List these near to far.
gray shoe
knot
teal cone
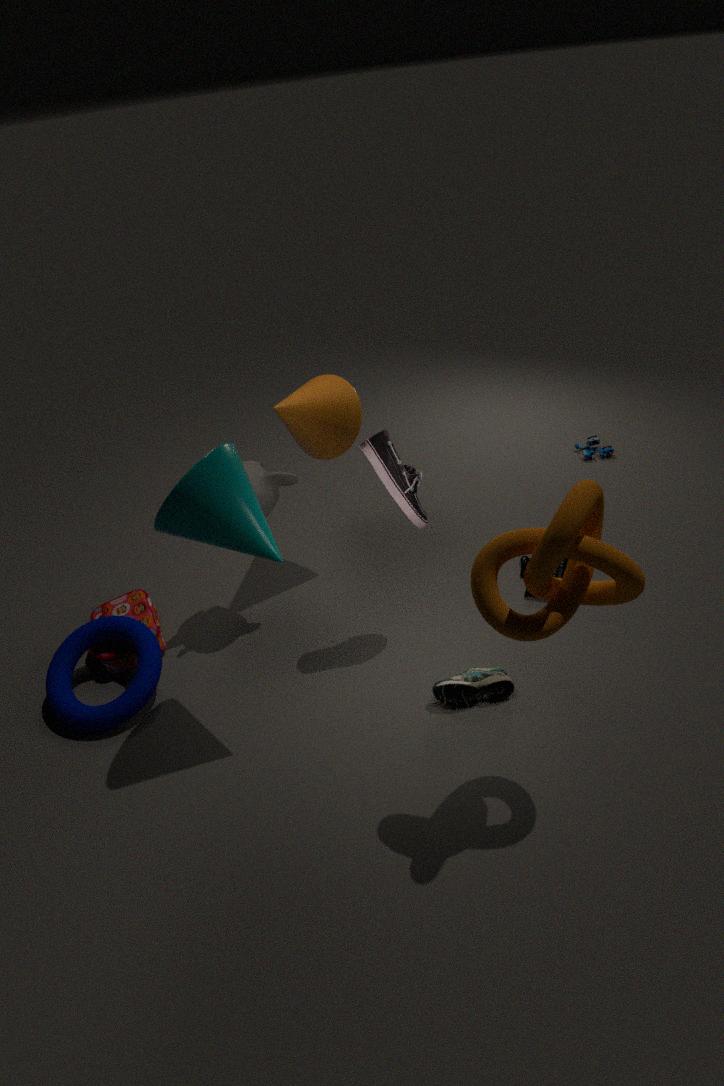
knot < teal cone < gray shoe
